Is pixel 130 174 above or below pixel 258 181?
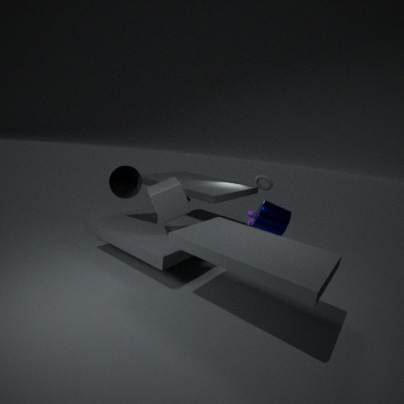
below
